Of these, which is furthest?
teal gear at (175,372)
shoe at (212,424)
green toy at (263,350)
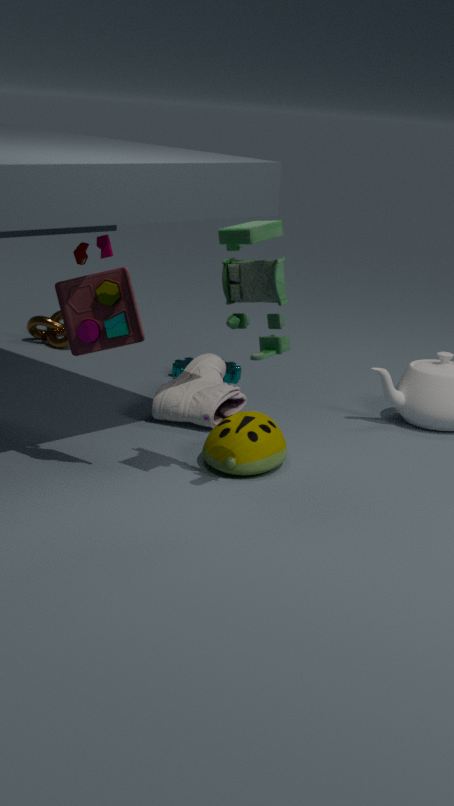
teal gear at (175,372)
